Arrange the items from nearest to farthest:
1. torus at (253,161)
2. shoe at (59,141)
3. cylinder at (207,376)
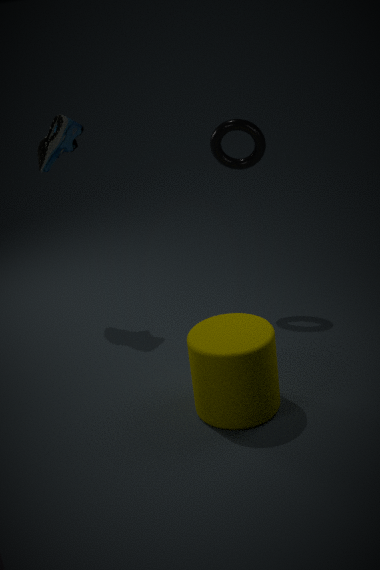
1. cylinder at (207,376)
2. torus at (253,161)
3. shoe at (59,141)
